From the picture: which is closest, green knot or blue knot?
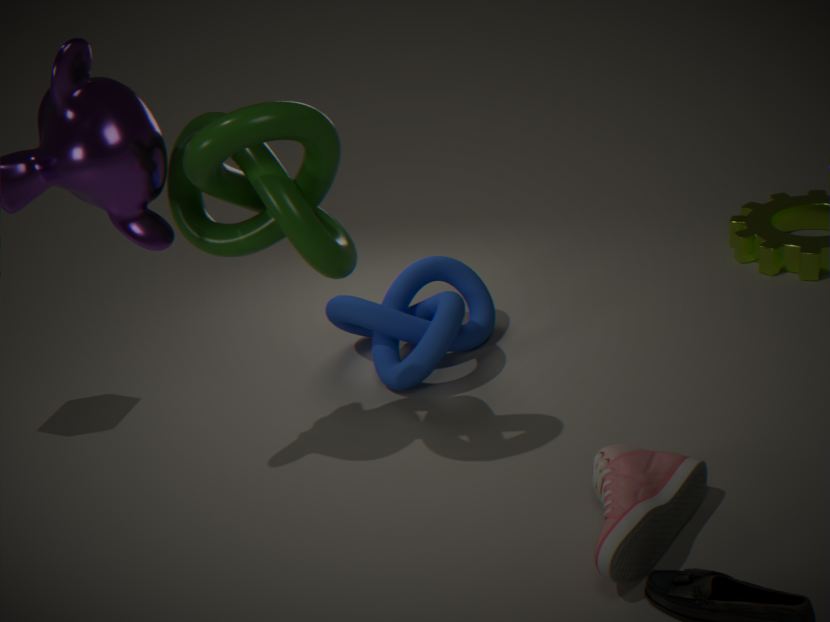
green knot
